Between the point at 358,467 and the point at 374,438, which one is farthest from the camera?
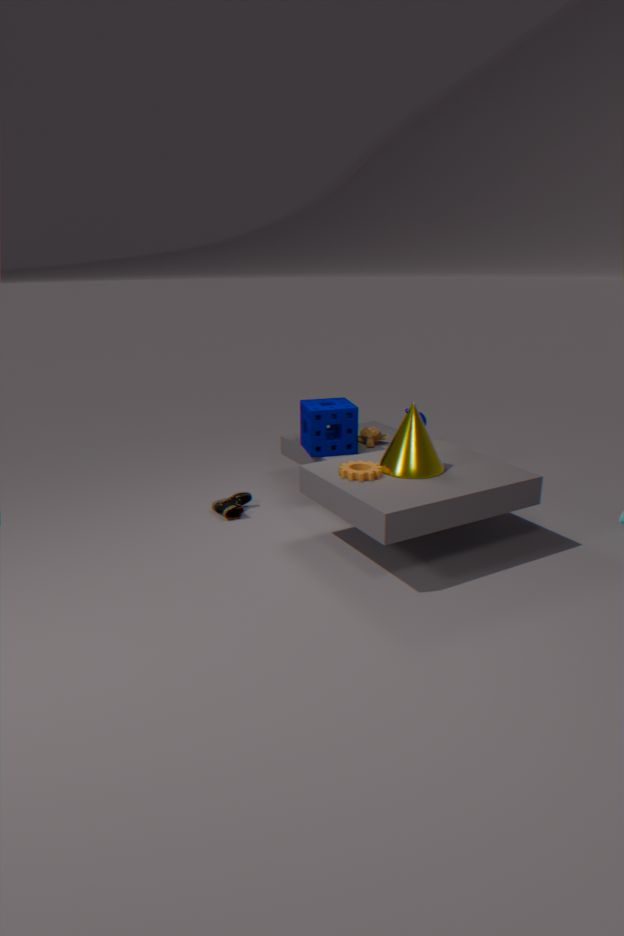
the point at 374,438
